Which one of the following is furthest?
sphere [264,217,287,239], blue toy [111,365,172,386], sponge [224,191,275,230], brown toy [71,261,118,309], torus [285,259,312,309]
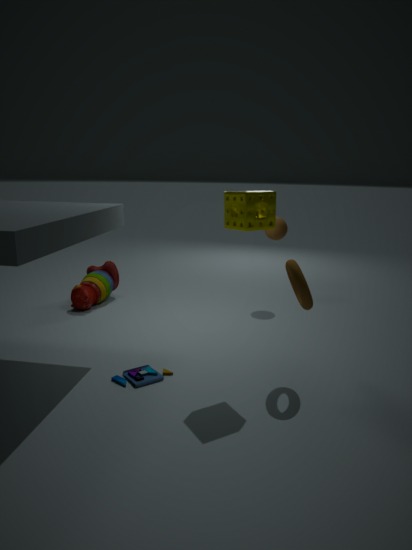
sphere [264,217,287,239]
